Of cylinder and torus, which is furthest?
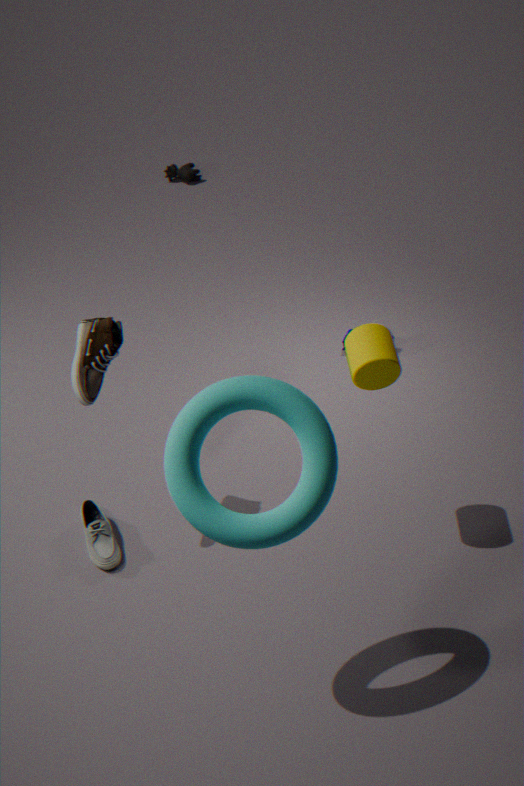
cylinder
